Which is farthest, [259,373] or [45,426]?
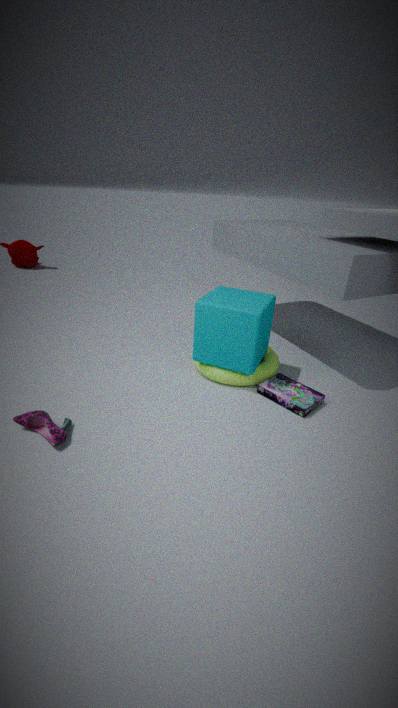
[259,373]
